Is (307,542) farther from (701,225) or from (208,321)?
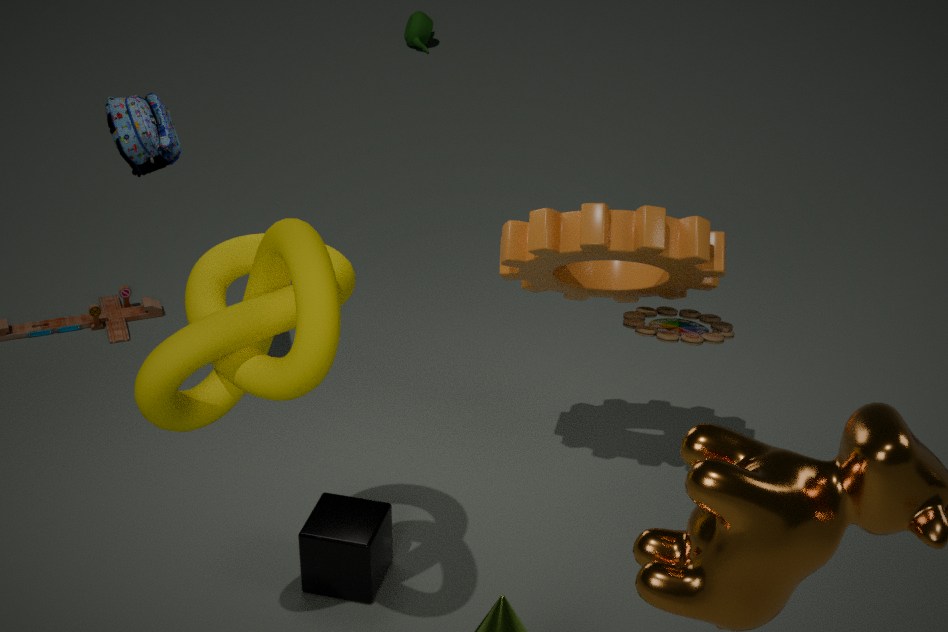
(701,225)
